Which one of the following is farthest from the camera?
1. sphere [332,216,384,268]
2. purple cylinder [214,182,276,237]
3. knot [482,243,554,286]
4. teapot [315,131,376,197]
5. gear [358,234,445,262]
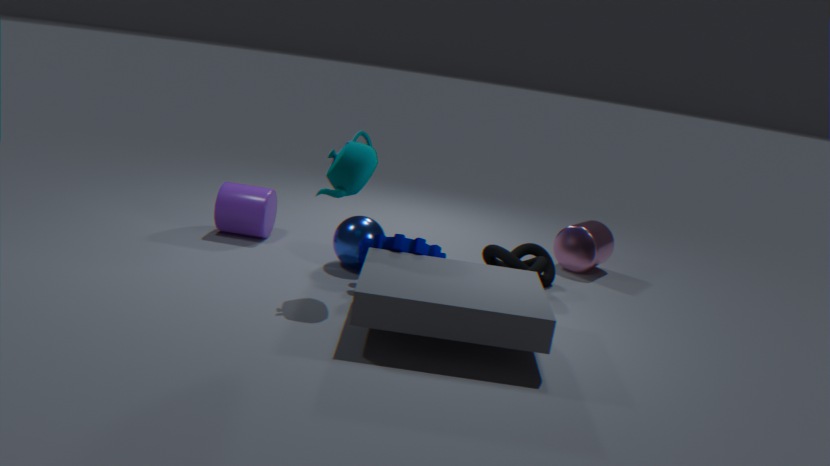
purple cylinder [214,182,276,237]
